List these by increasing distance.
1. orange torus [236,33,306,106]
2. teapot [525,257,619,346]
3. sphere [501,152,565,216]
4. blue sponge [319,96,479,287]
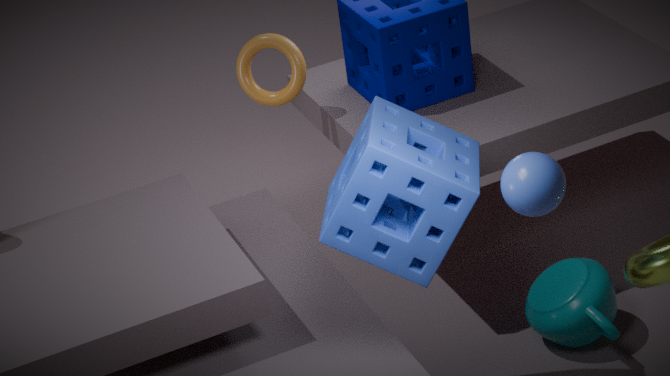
sphere [501,152,565,216], blue sponge [319,96,479,287], teapot [525,257,619,346], orange torus [236,33,306,106]
